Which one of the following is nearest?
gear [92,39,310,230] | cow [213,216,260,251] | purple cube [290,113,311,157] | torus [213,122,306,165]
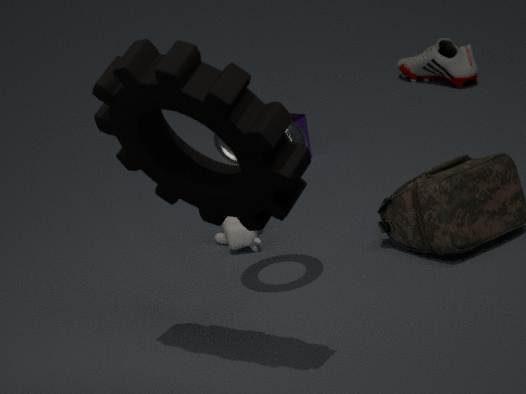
gear [92,39,310,230]
